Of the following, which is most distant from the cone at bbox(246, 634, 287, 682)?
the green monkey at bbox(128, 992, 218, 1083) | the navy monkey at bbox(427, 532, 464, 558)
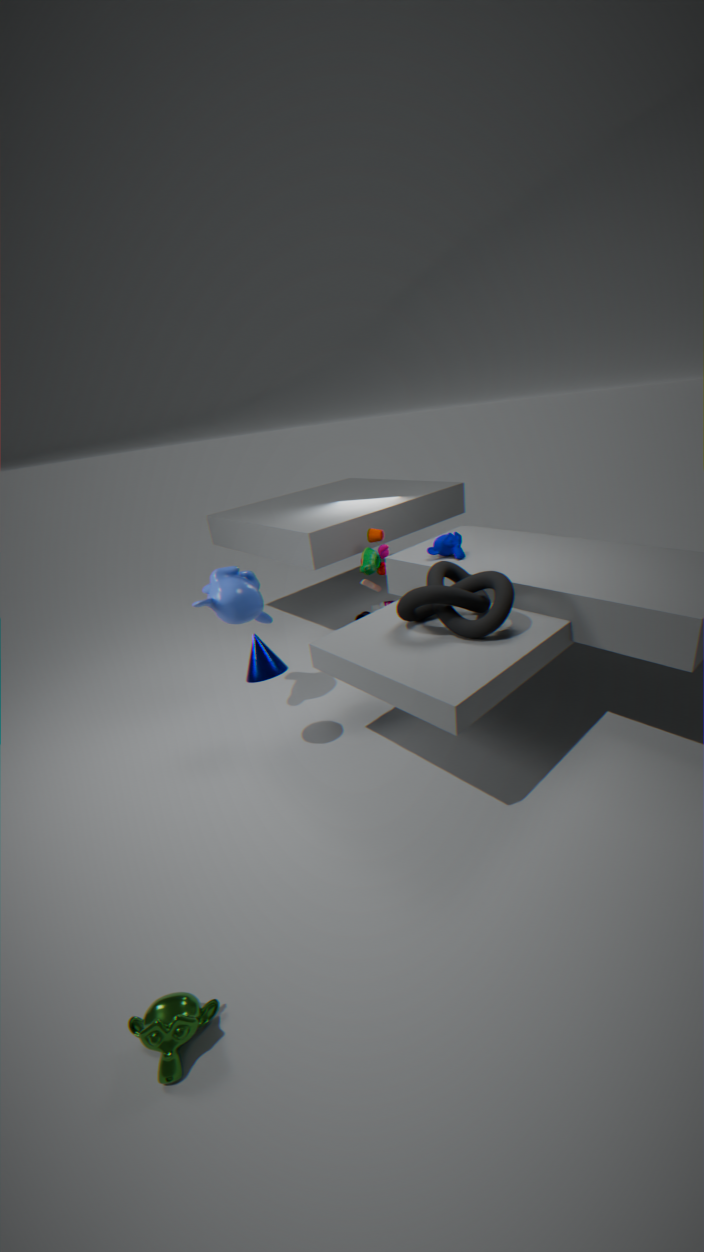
the green monkey at bbox(128, 992, 218, 1083)
